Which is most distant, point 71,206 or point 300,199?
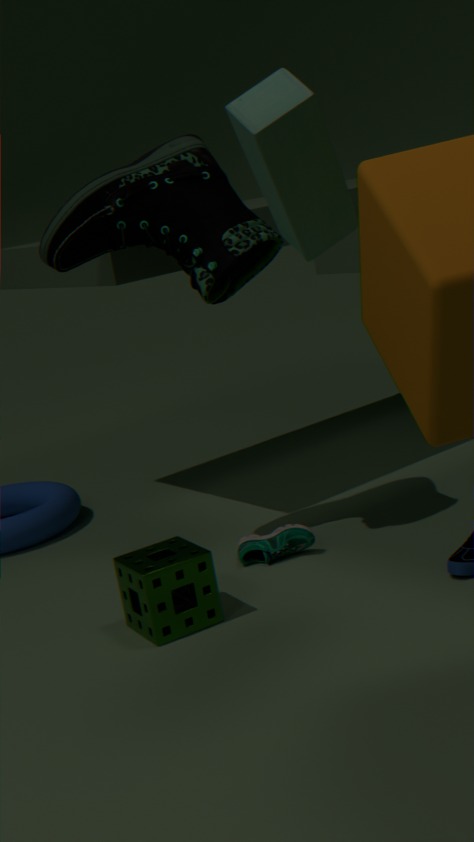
point 71,206
